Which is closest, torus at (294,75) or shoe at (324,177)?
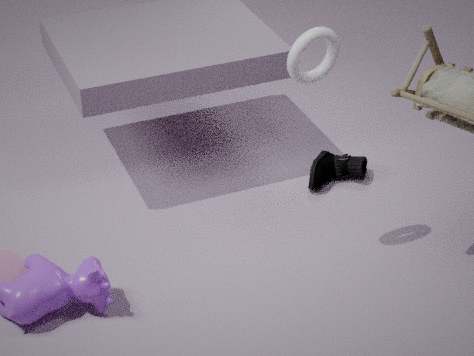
torus at (294,75)
